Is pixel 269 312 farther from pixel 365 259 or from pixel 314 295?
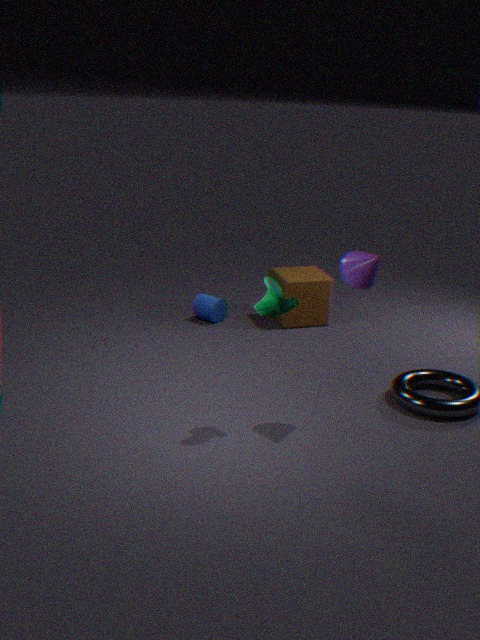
pixel 314 295
